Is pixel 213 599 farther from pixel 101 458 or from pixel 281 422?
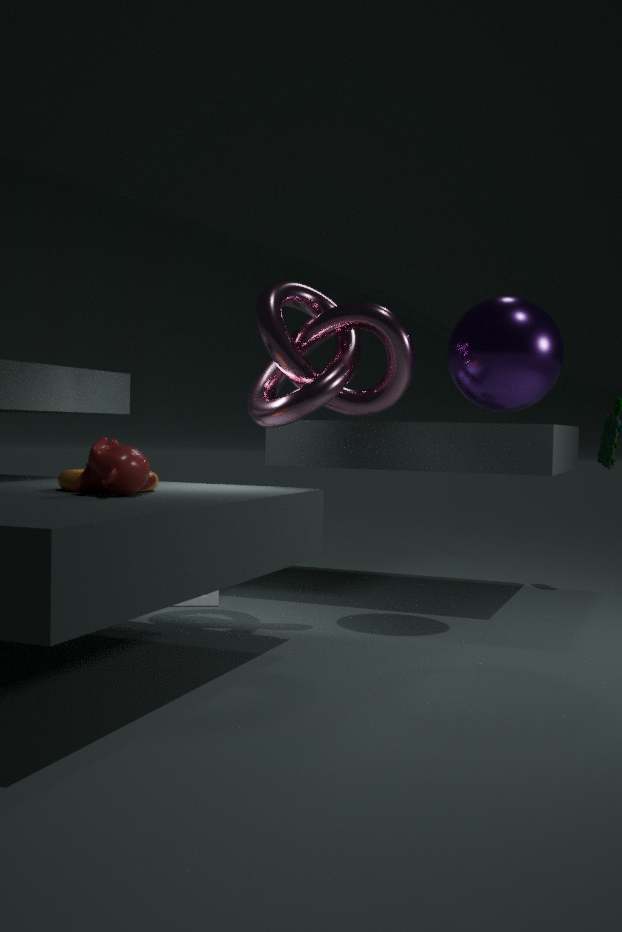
pixel 101 458
